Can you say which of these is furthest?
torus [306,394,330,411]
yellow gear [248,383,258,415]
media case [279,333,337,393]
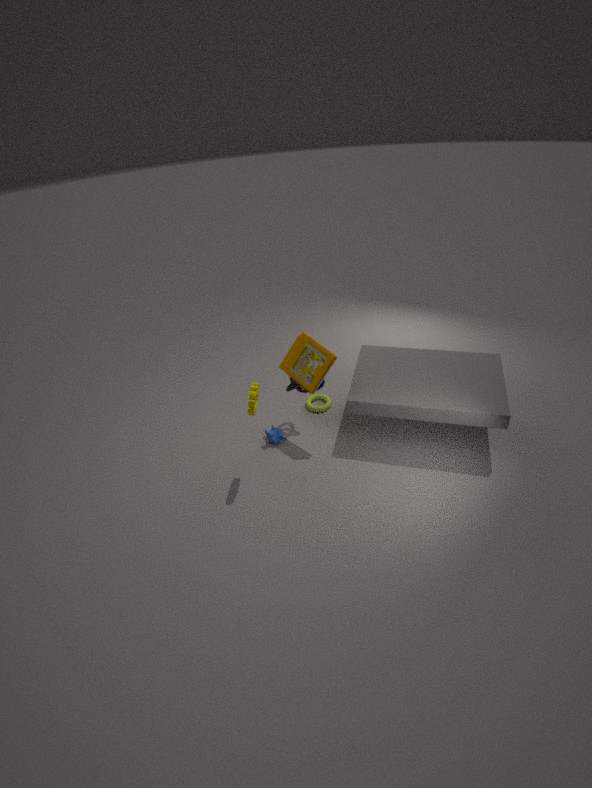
torus [306,394,330,411]
